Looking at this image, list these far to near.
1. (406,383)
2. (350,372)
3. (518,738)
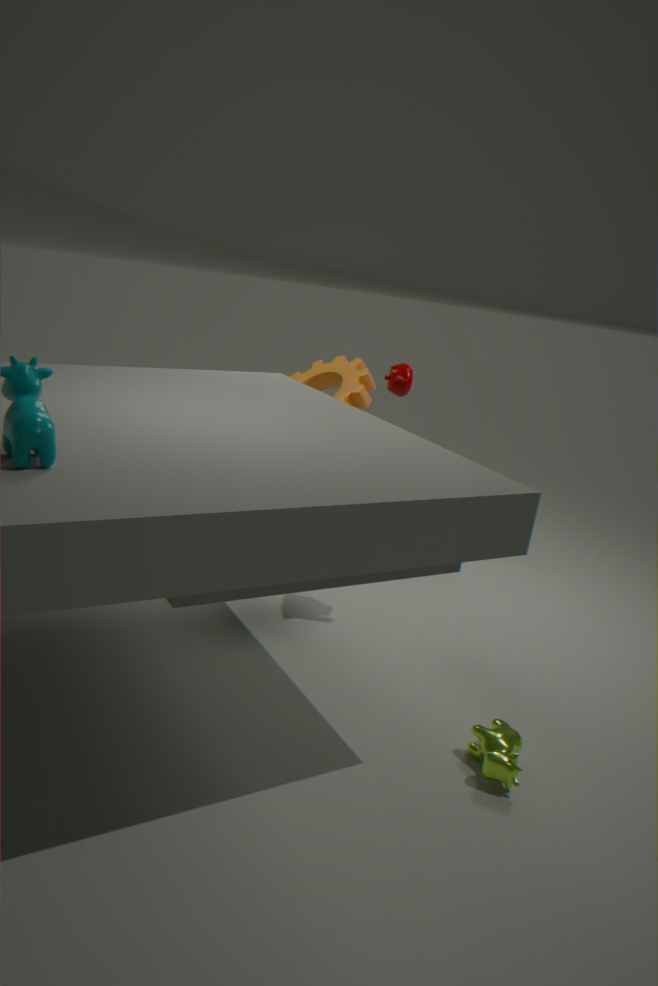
(350,372)
(406,383)
(518,738)
